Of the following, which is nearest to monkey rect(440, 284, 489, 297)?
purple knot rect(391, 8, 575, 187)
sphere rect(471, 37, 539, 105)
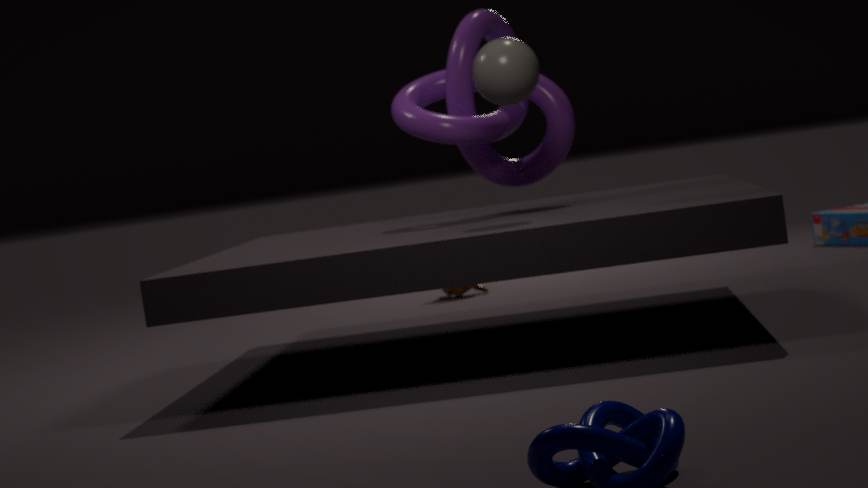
purple knot rect(391, 8, 575, 187)
